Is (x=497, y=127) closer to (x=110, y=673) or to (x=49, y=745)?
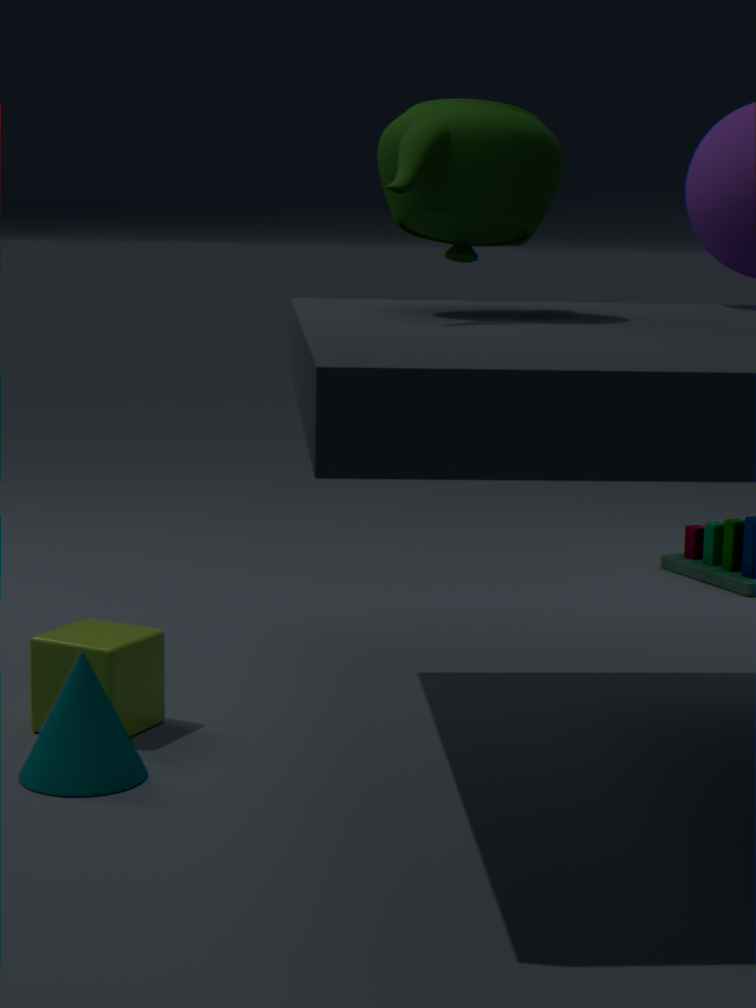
(x=110, y=673)
